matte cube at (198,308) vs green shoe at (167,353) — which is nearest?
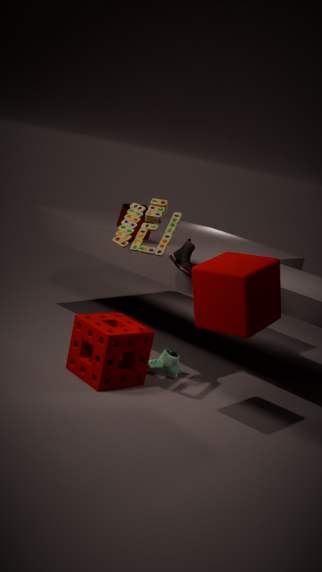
matte cube at (198,308)
